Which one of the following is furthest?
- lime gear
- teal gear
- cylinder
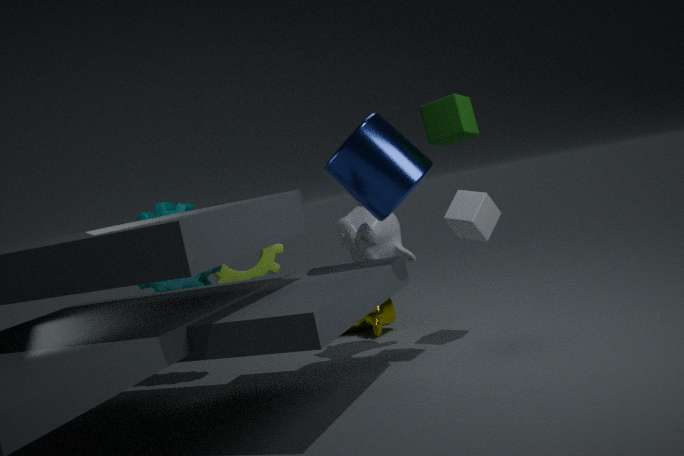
lime gear
